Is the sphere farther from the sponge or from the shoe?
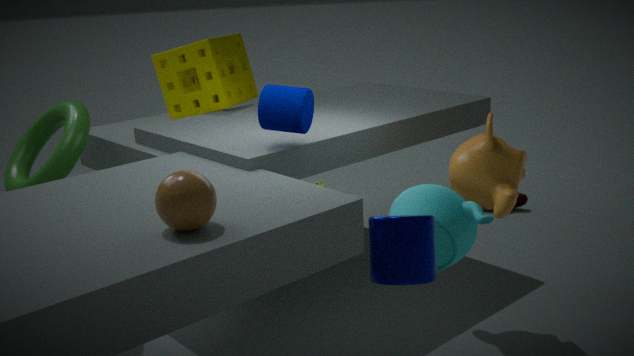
the shoe
